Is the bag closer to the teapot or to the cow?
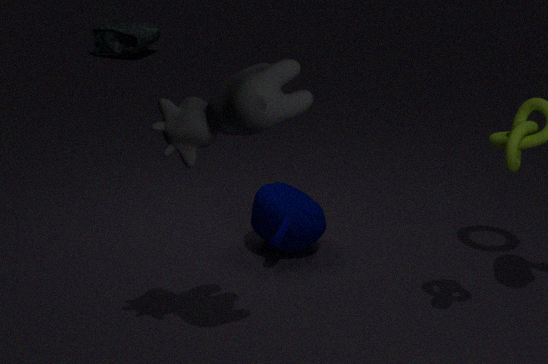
the teapot
